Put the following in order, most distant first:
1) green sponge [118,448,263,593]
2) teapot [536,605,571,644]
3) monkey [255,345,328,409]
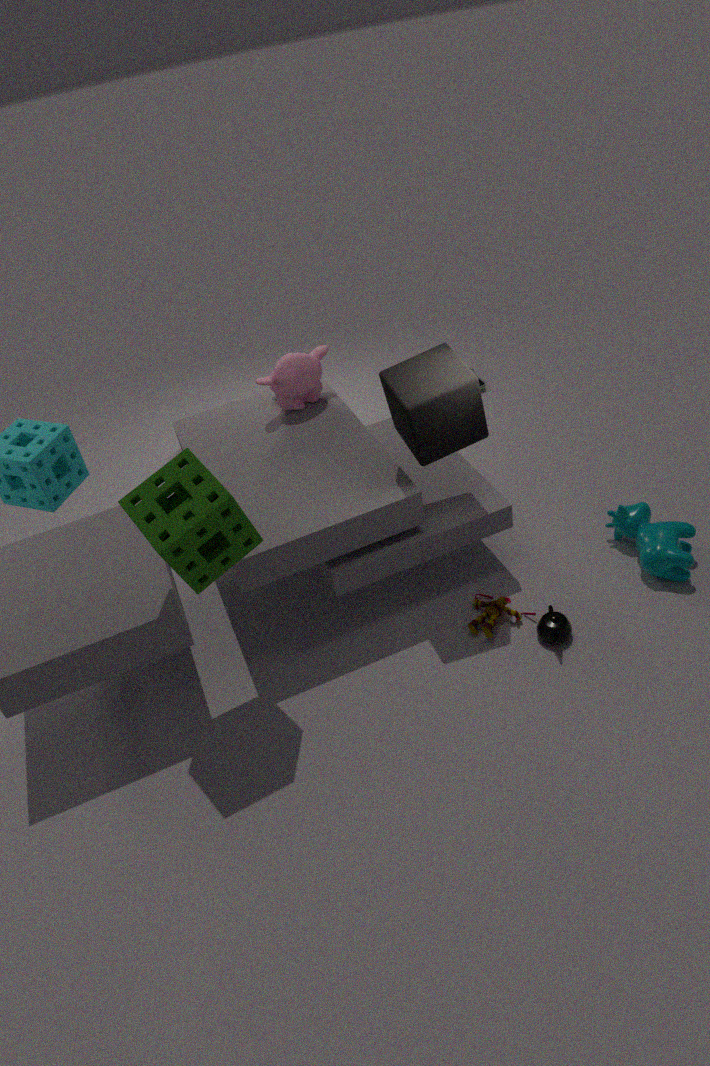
3. monkey [255,345,328,409]
2. teapot [536,605,571,644]
1. green sponge [118,448,263,593]
